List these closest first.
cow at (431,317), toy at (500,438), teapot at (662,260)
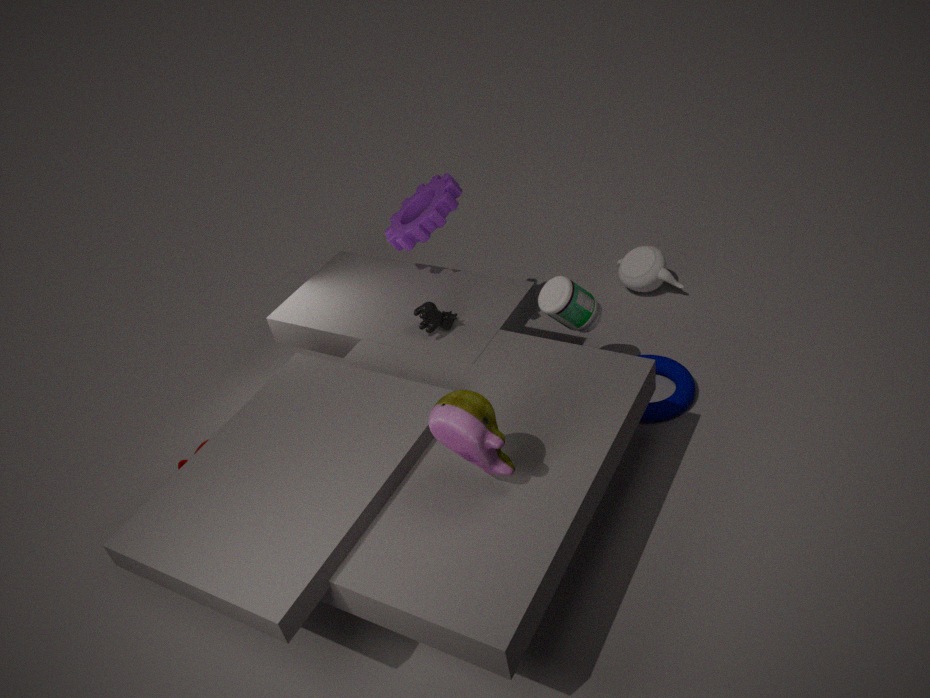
toy at (500,438)
cow at (431,317)
teapot at (662,260)
